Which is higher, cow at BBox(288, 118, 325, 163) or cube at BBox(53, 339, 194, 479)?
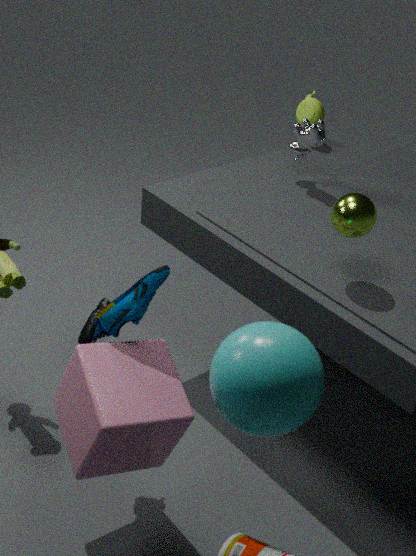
cow at BBox(288, 118, 325, 163)
